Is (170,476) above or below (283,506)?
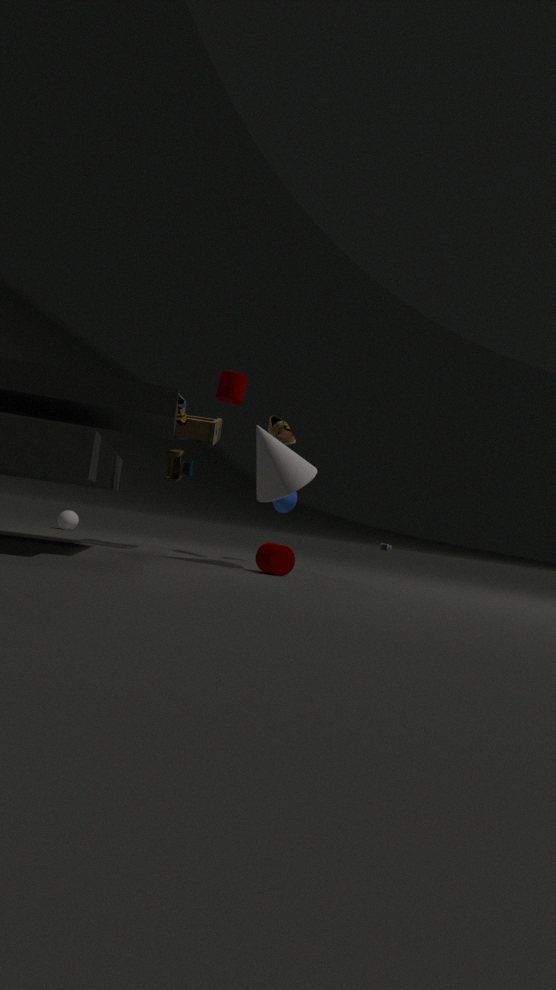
above
